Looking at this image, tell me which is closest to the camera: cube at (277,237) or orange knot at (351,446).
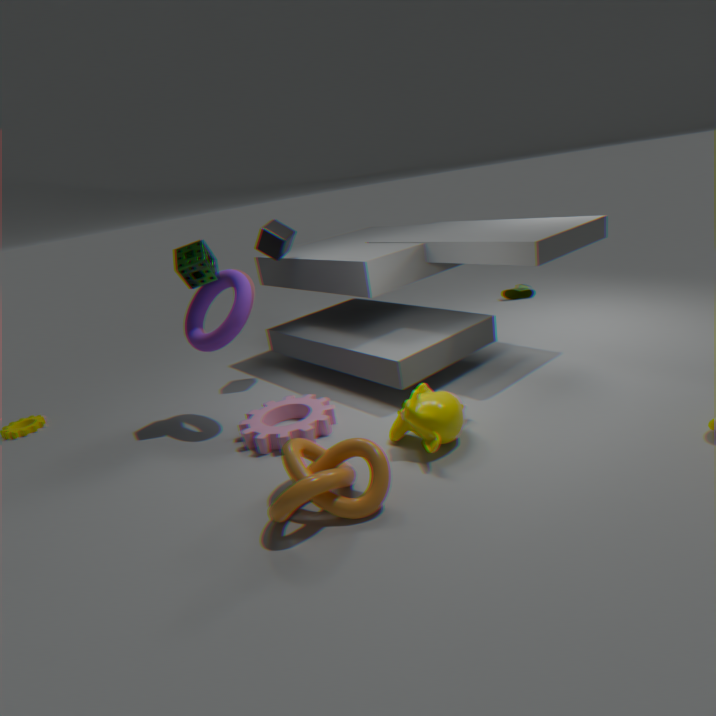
orange knot at (351,446)
